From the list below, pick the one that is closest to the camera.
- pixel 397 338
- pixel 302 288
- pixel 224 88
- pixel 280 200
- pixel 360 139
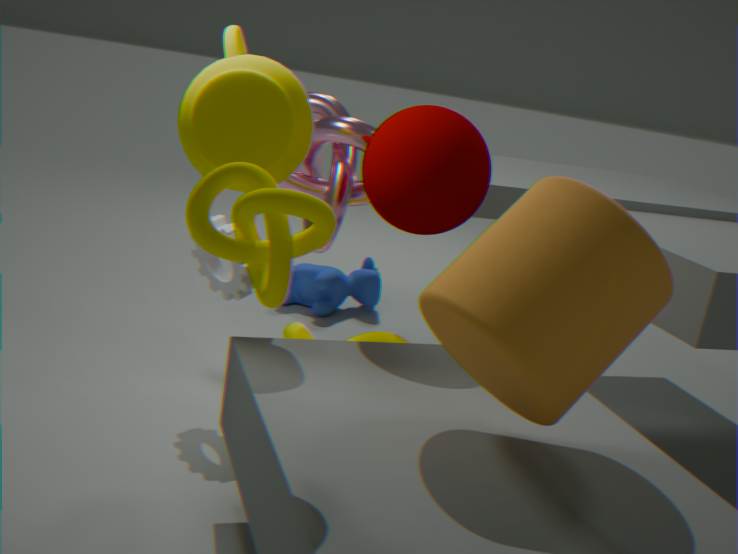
pixel 280 200
